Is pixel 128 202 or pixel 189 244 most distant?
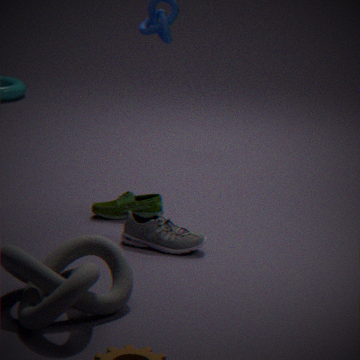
pixel 128 202
